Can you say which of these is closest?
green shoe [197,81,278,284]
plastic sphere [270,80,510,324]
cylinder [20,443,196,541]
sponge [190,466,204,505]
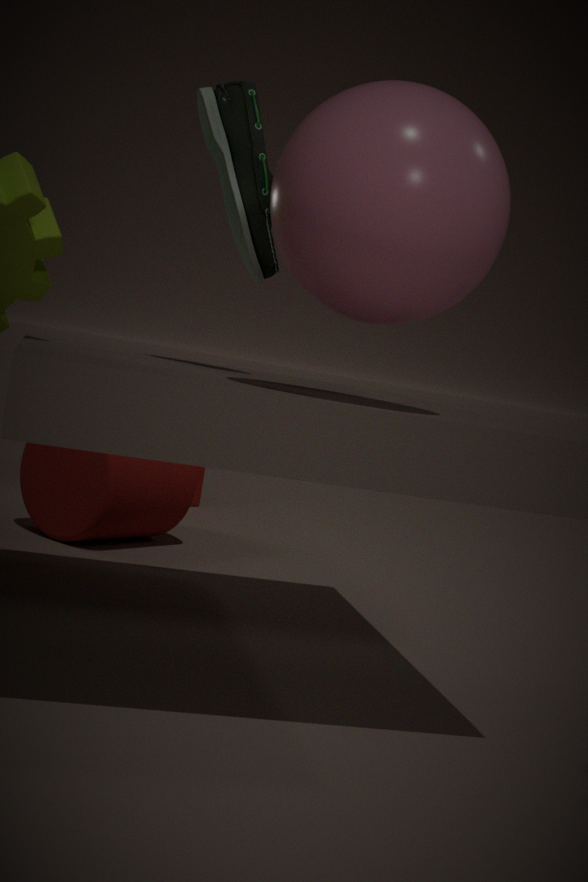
plastic sphere [270,80,510,324]
